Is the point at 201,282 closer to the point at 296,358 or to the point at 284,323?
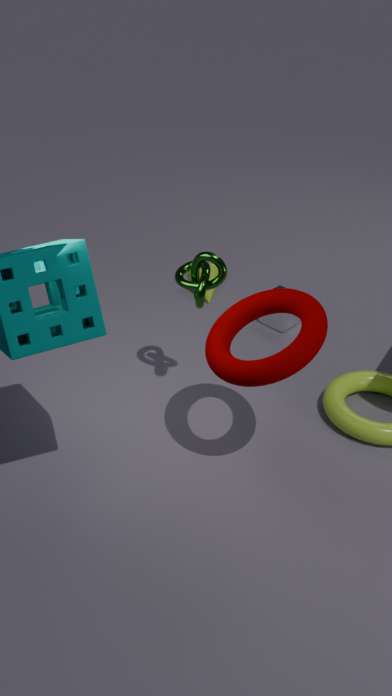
the point at 296,358
